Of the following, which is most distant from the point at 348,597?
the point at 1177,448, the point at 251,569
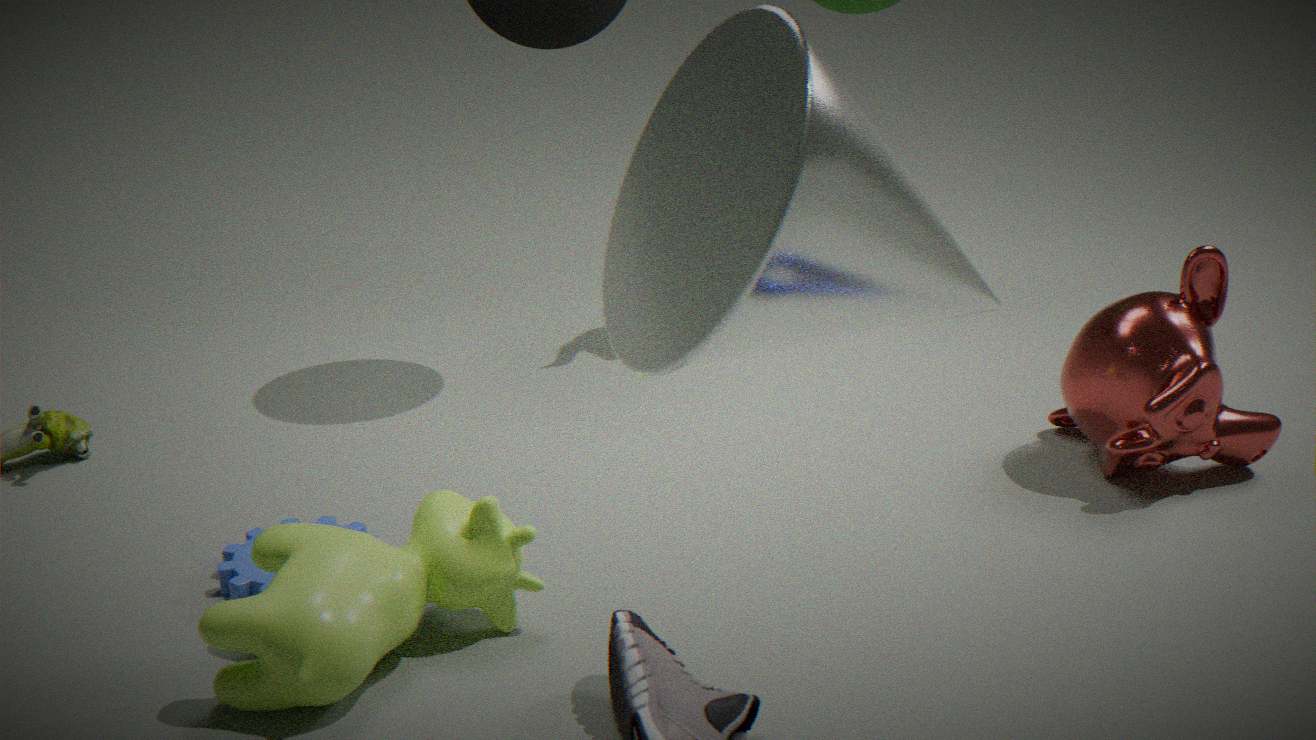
the point at 1177,448
